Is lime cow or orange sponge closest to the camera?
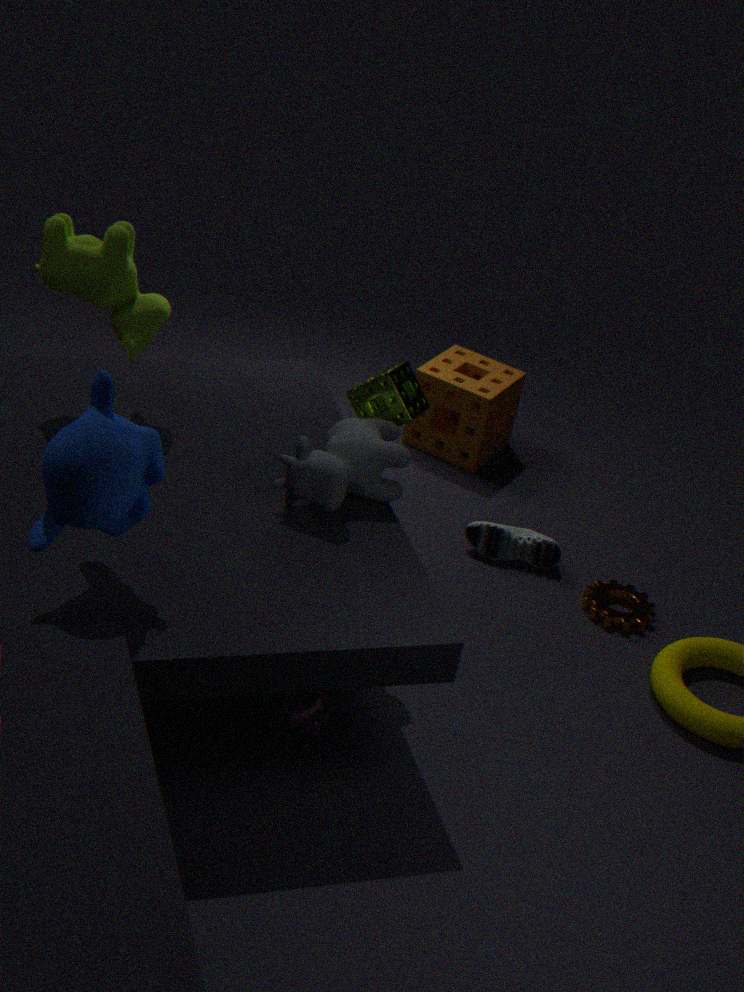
lime cow
